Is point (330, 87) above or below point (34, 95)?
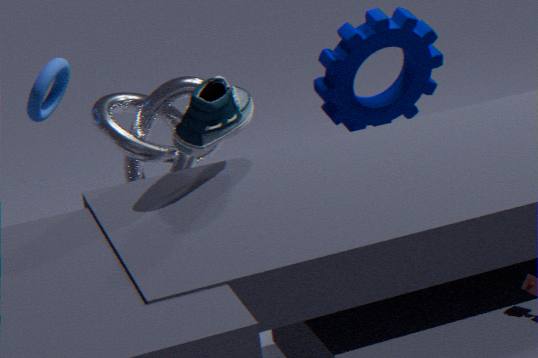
below
